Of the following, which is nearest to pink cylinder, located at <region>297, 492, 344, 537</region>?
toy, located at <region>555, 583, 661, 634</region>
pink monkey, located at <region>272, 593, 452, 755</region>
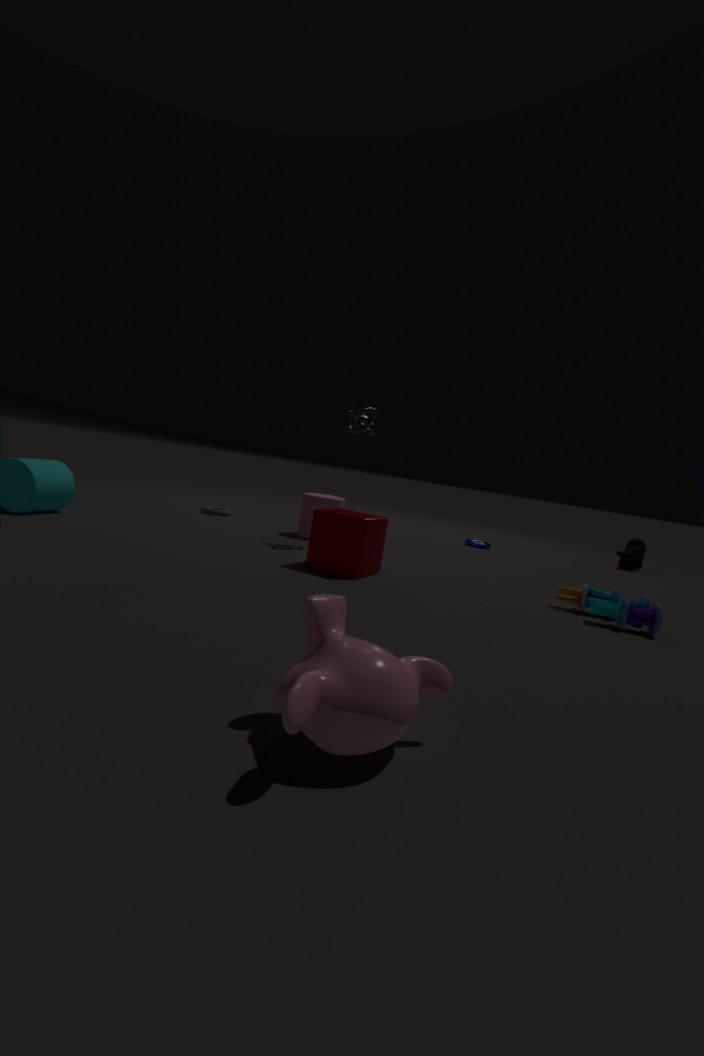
toy, located at <region>555, 583, 661, 634</region>
